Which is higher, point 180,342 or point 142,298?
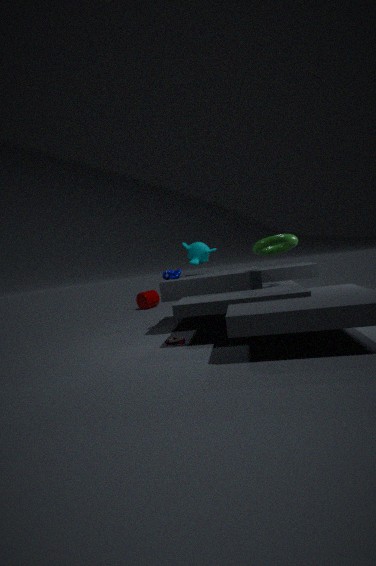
point 142,298
